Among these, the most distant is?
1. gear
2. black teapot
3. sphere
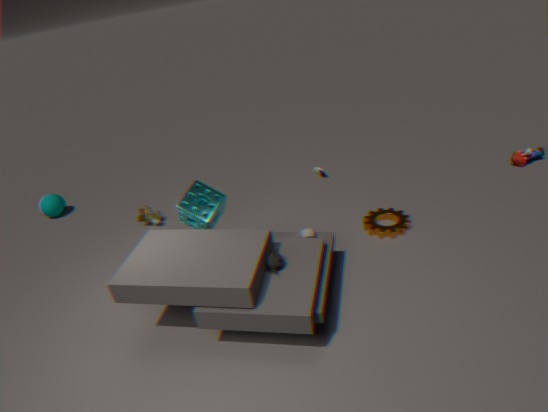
sphere
